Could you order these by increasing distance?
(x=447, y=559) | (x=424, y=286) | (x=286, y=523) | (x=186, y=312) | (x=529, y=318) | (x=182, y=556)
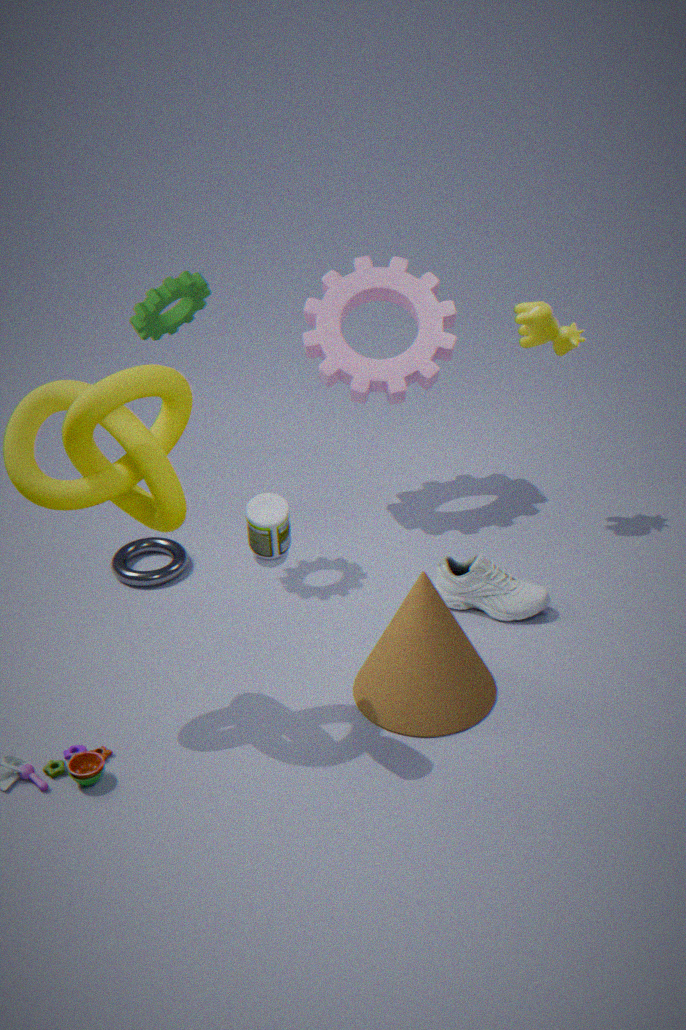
(x=286, y=523)
(x=186, y=312)
(x=447, y=559)
(x=529, y=318)
(x=182, y=556)
(x=424, y=286)
